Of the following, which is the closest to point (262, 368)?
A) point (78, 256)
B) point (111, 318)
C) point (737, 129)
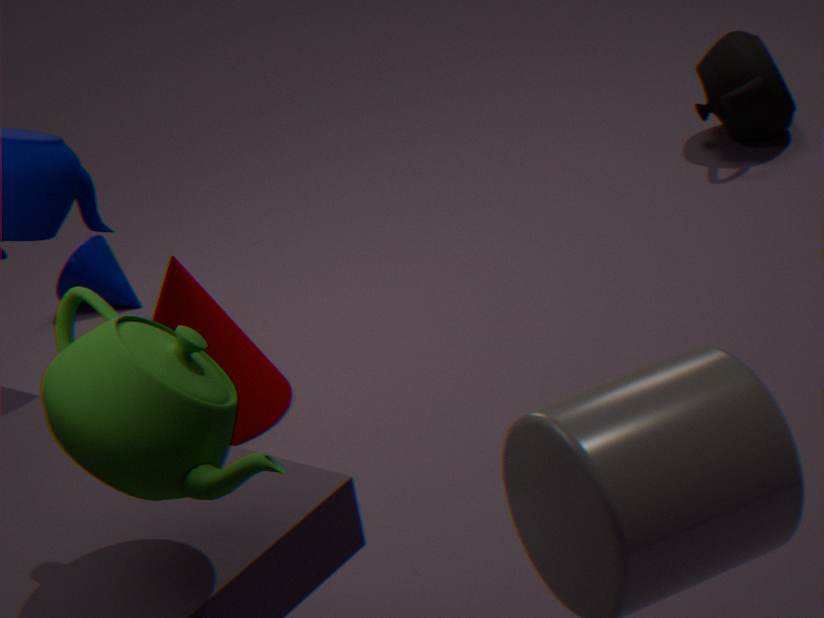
point (78, 256)
